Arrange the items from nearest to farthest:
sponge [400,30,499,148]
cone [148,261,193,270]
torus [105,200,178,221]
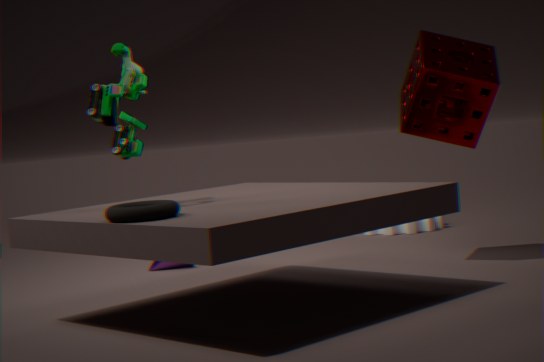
torus [105,200,178,221]
sponge [400,30,499,148]
cone [148,261,193,270]
